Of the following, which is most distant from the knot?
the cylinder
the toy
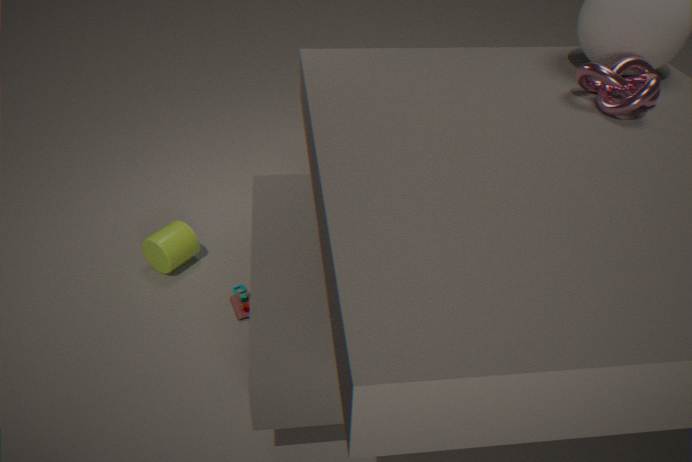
the cylinder
